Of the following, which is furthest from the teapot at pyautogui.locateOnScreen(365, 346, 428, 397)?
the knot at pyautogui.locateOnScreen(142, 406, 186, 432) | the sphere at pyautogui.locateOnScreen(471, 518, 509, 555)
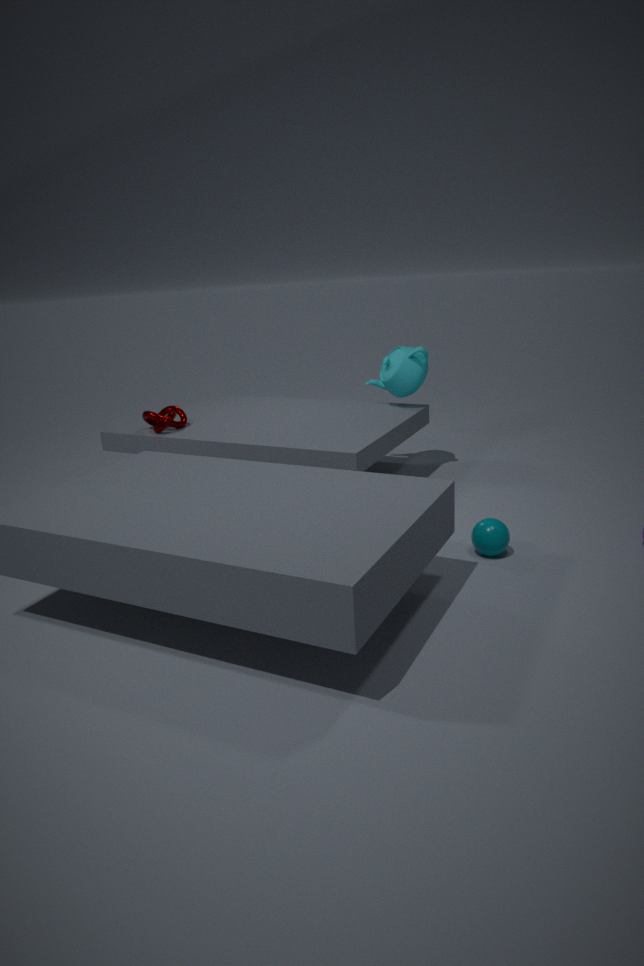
the sphere at pyautogui.locateOnScreen(471, 518, 509, 555)
